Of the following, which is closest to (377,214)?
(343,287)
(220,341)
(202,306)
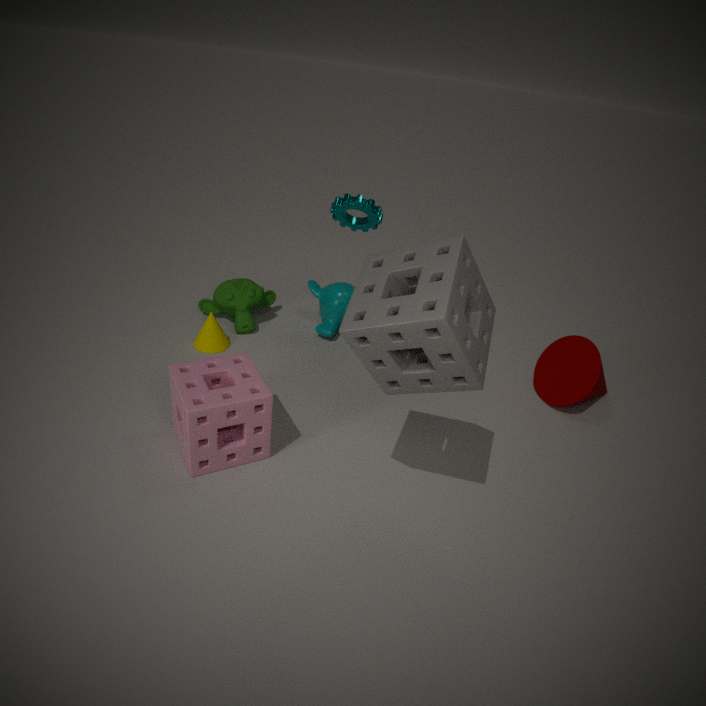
(343,287)
